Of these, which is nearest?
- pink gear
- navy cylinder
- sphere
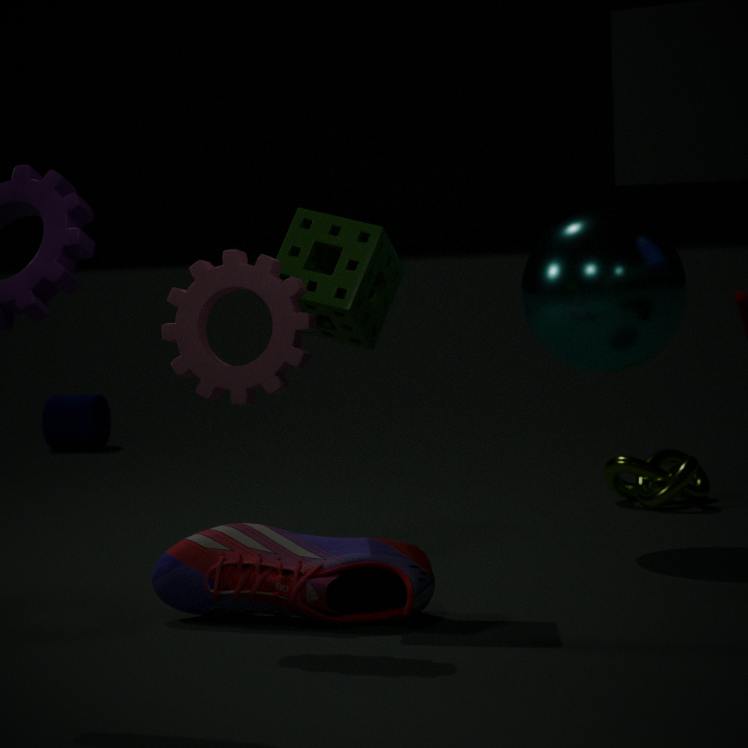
pink gear
